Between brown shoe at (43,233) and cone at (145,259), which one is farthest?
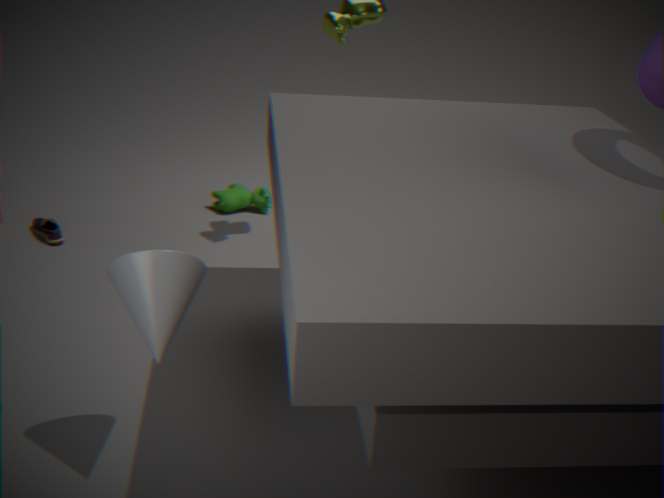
brown shoe at (43,233)
